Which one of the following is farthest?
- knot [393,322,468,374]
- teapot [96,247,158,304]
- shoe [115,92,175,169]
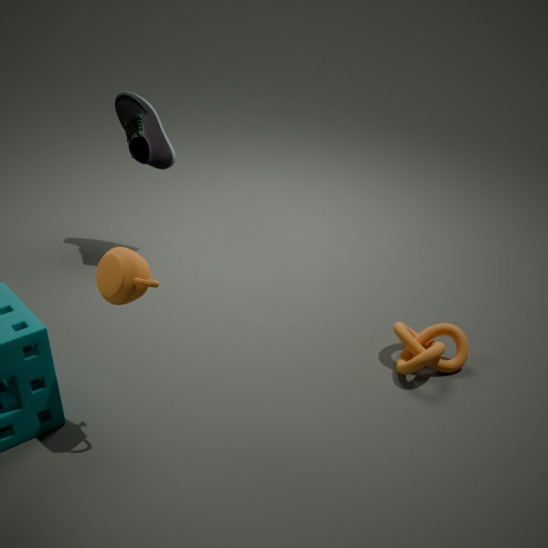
shoe [115,92,175,169]
